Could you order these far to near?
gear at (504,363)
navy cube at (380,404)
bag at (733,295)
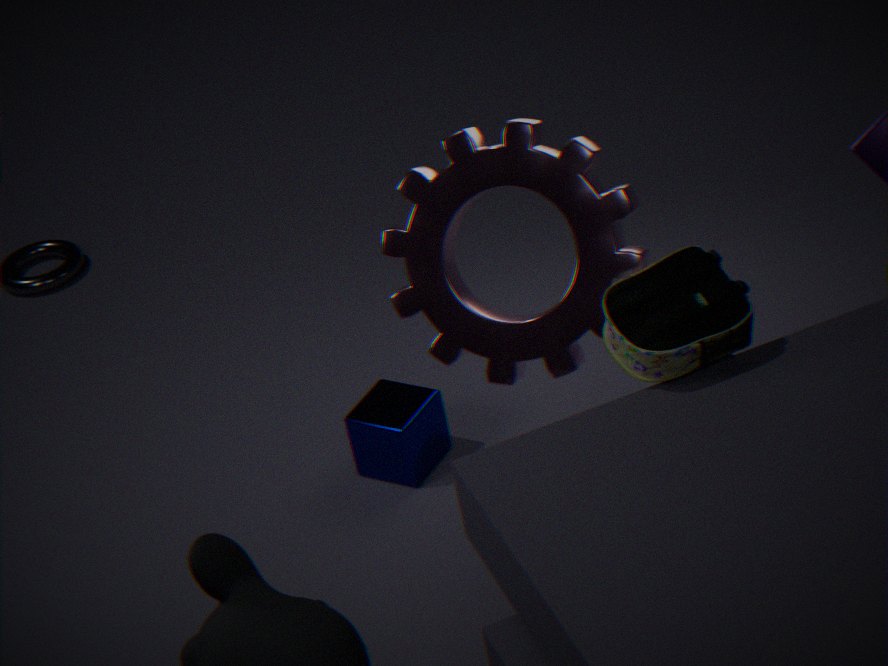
1. navy cube at (380,404)
2. gear at (504,363)
3. bag at (733,295)
